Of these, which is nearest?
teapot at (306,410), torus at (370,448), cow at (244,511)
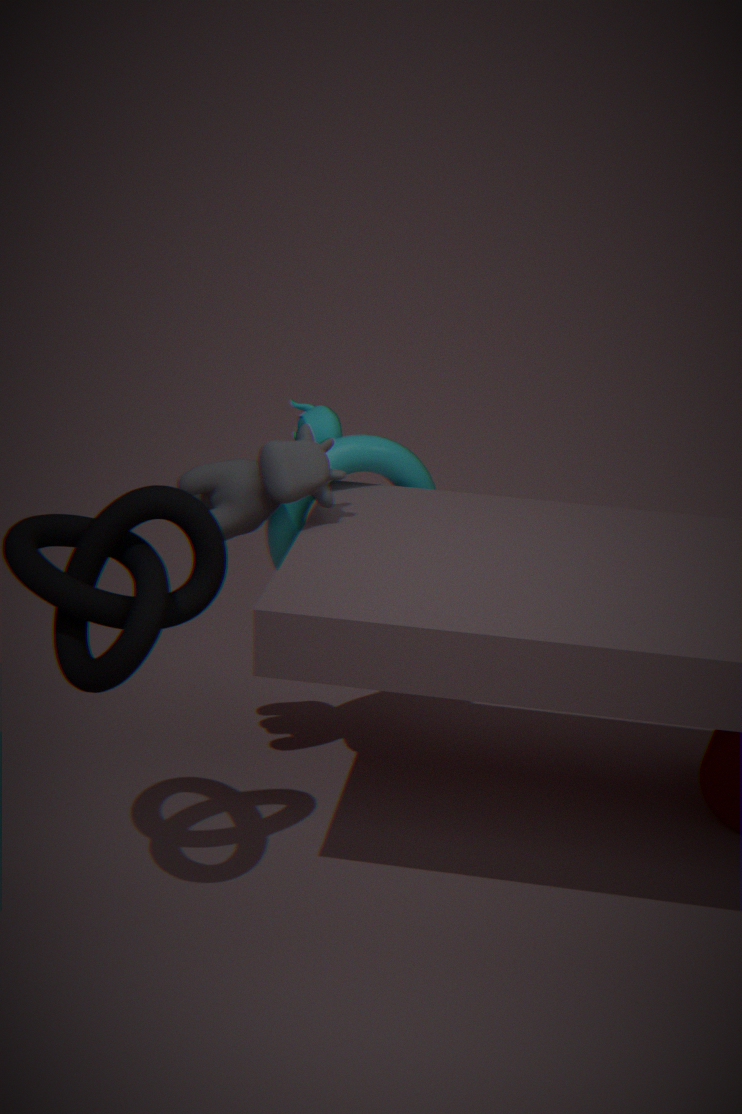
cow at (244,511)
